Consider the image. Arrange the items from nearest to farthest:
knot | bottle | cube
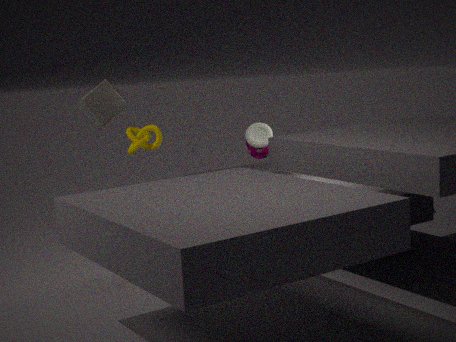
cube < knot < bottle
